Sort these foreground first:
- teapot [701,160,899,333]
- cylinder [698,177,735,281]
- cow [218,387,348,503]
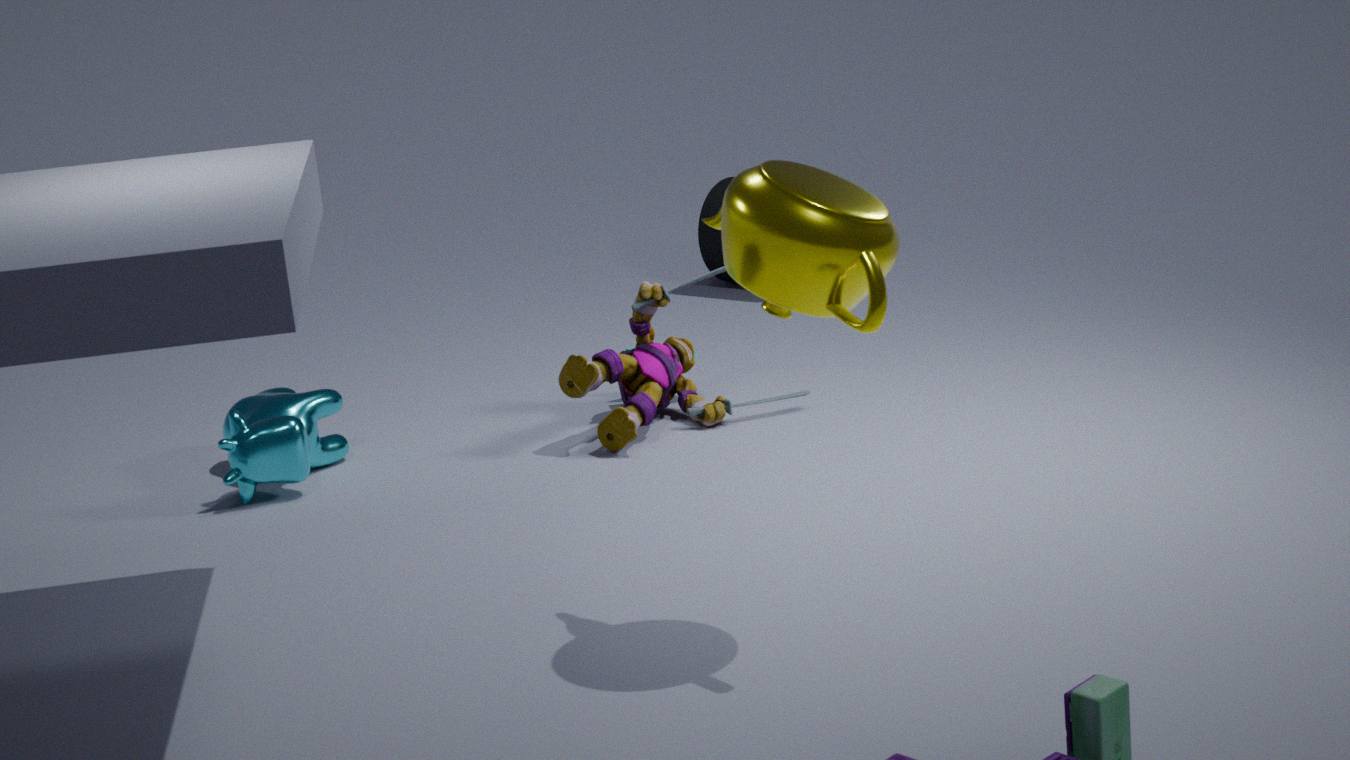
teapot [701,160,899,333] → cow [218,387,348,503] → cylinder [698,177,735,281]
